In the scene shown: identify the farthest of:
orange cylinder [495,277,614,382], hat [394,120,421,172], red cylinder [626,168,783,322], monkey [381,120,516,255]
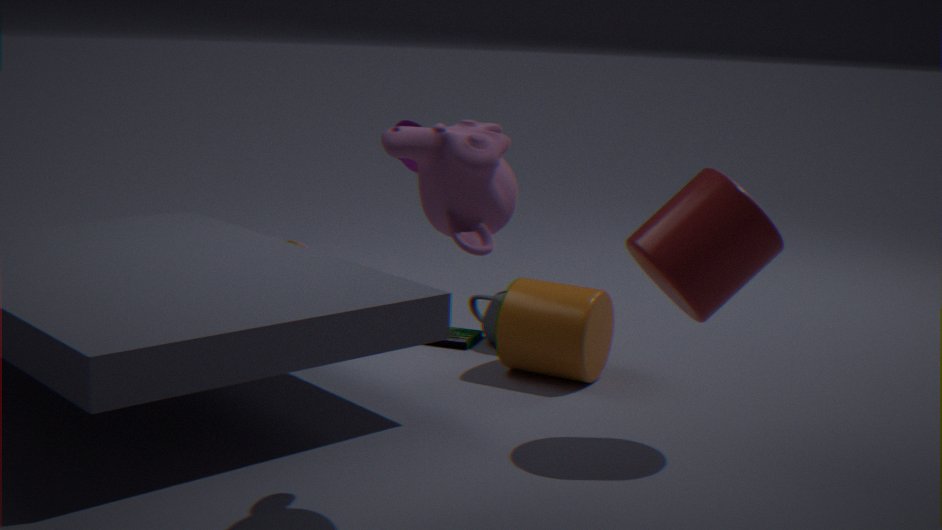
hat [394,120,421,172]
